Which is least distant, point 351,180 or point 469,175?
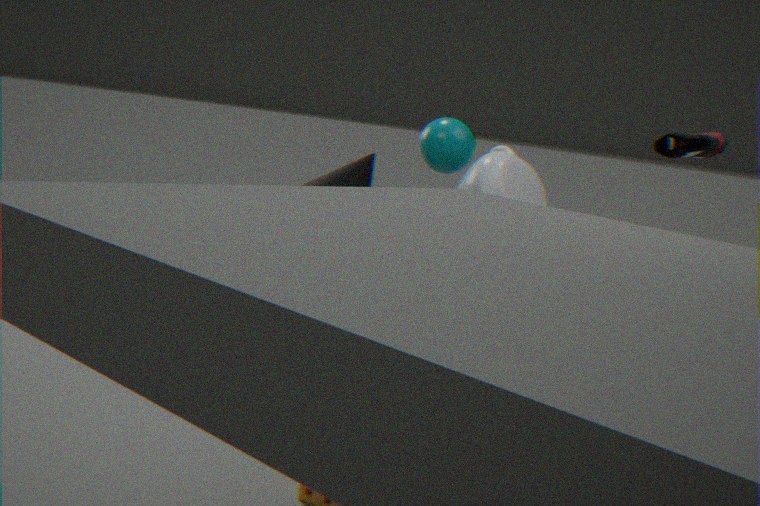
point 351,180
